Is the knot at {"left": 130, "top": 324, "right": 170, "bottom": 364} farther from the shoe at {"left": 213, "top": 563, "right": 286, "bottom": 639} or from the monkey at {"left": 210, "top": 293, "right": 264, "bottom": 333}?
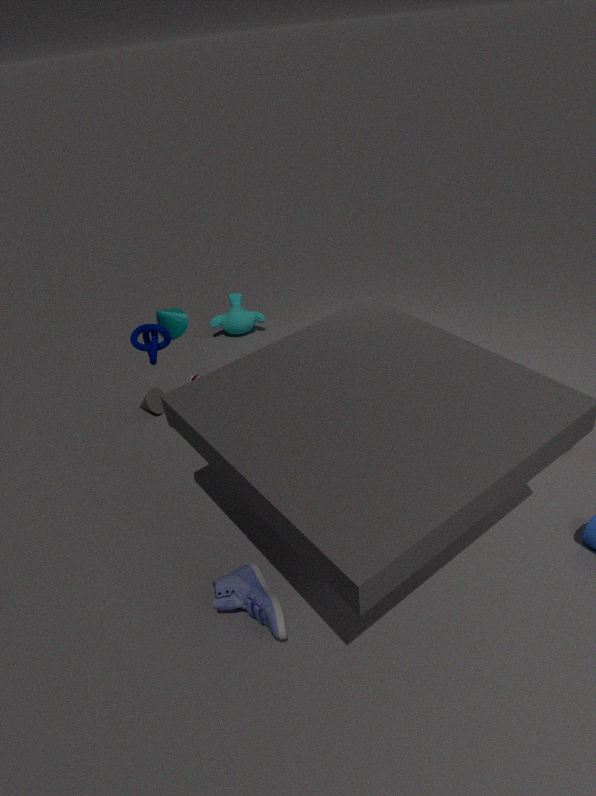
the monkey at {"left": 210, "top": 293, "right": 264, "bottom": 333}
